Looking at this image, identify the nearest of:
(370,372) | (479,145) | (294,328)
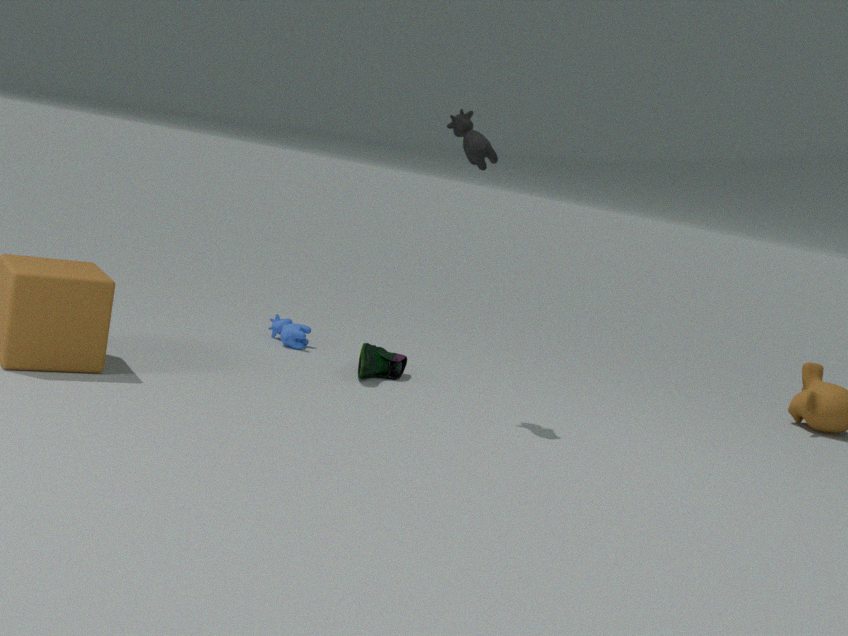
(479,145)
